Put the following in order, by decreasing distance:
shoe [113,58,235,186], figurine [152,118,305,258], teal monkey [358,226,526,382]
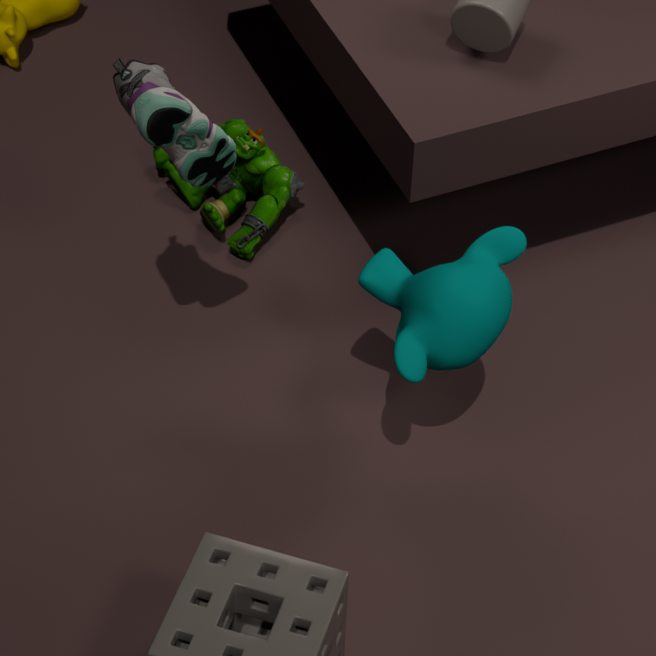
1. figurine [152,118,305,258]
2. teal monkey [358,226,526,382]
3. shoe [113,58,235,186]
